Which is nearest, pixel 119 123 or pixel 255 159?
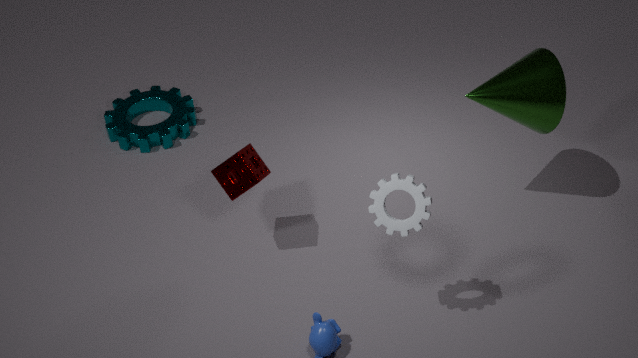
pixel 255 159
